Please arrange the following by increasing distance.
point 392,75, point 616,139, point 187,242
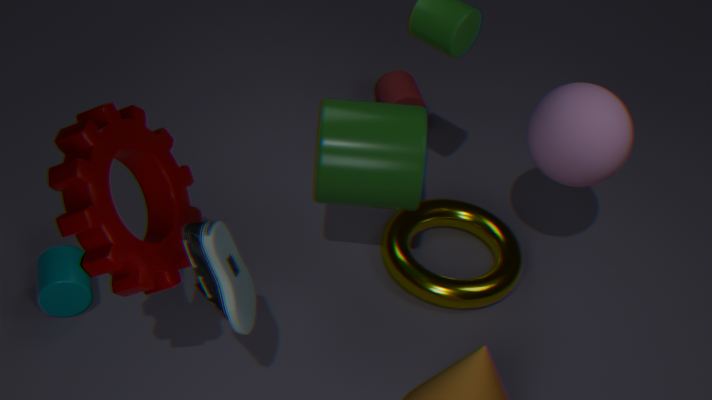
point 187,242 → point 616,139 → point 392,75
